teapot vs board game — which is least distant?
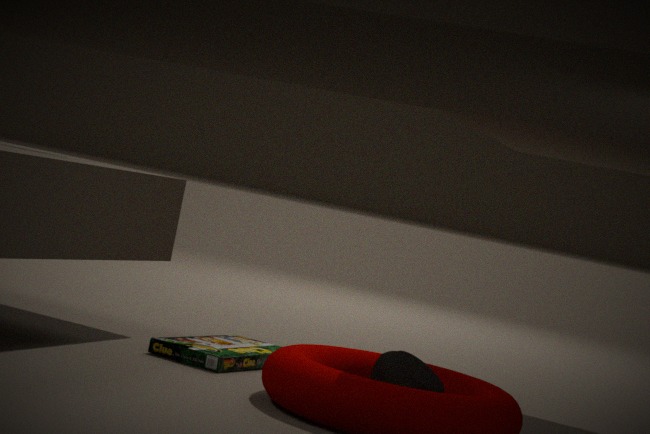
teapot
